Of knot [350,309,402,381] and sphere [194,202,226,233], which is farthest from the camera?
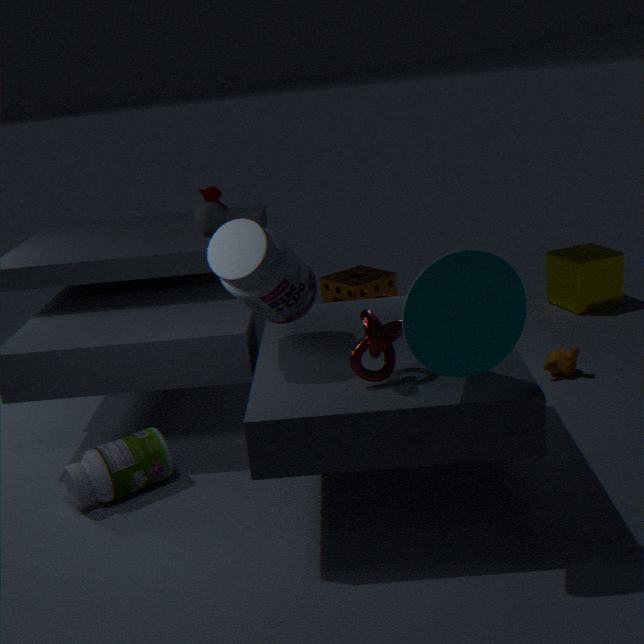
sphere [194,202,226,233]
